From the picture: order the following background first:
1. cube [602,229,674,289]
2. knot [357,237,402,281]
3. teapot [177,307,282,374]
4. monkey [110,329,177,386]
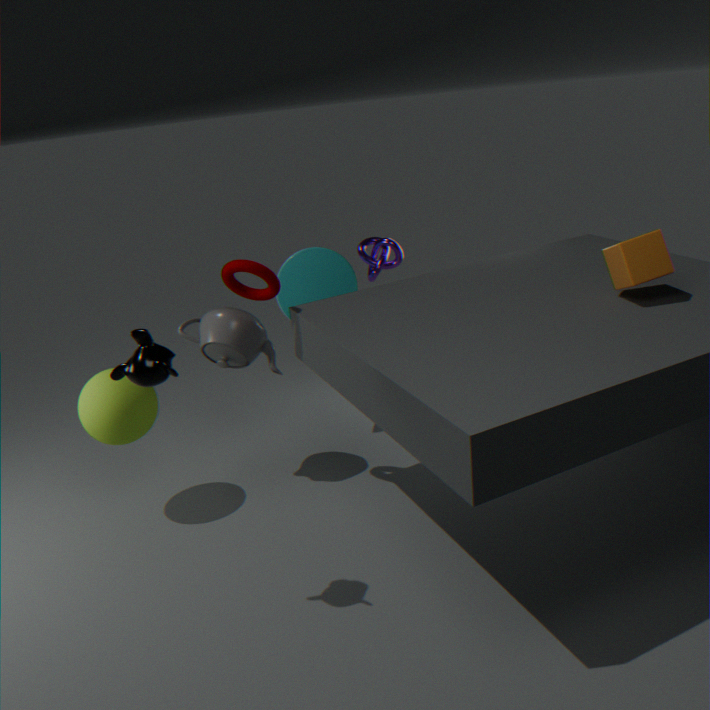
knot [357,237,402,281]
teapot [177,307,282,374]
cube [602,229,674,289]
monkey [110,329,177,386]
